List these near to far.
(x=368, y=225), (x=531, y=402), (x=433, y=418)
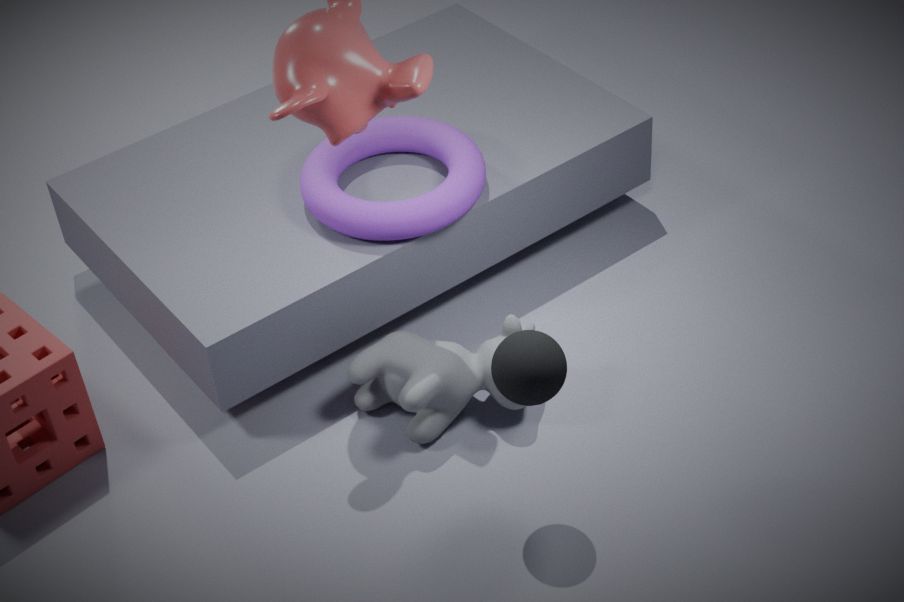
(x=531, y=402)
(x=433, y=418)
(x=368, y=225)
